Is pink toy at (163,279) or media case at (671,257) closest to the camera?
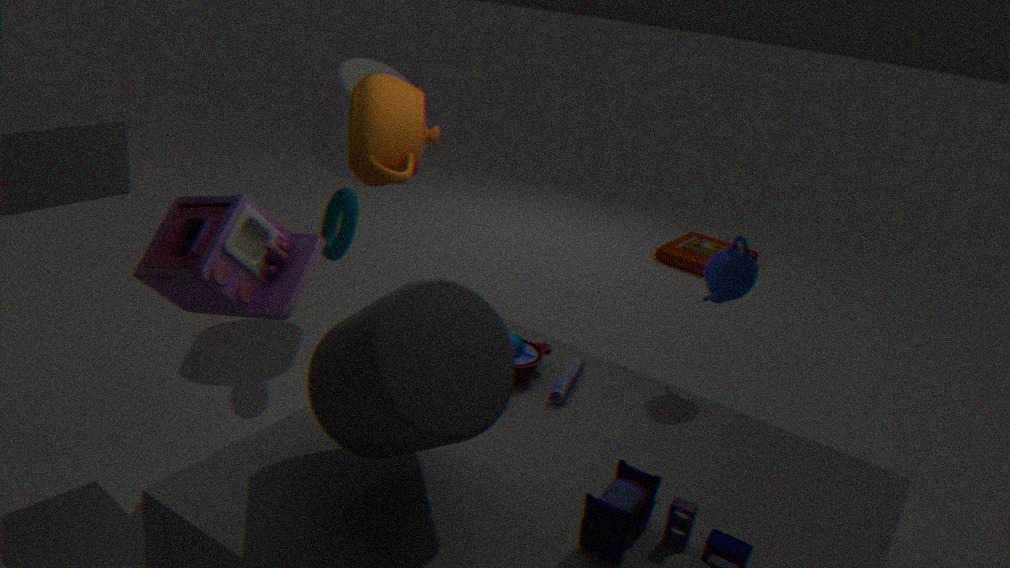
pink toy at (163,279)
